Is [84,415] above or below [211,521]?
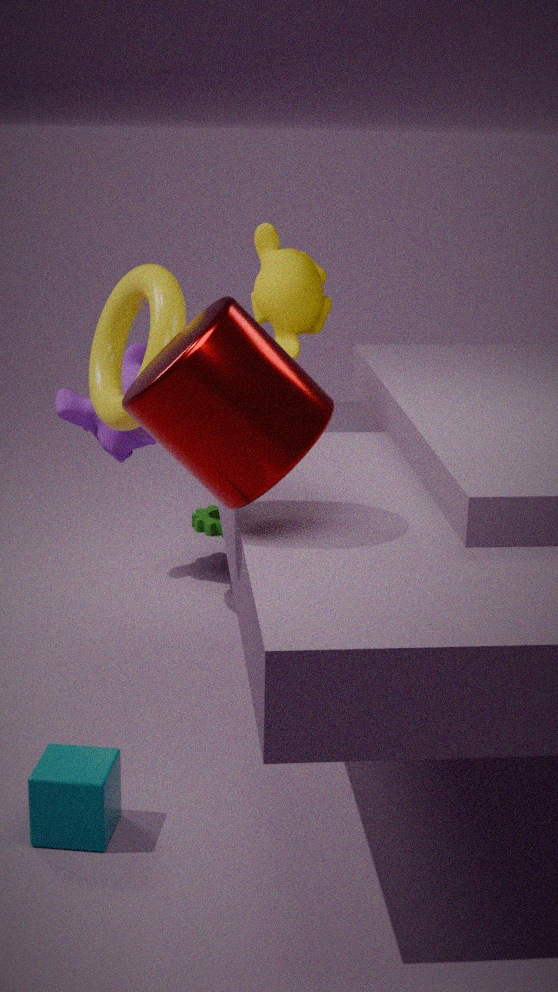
above
